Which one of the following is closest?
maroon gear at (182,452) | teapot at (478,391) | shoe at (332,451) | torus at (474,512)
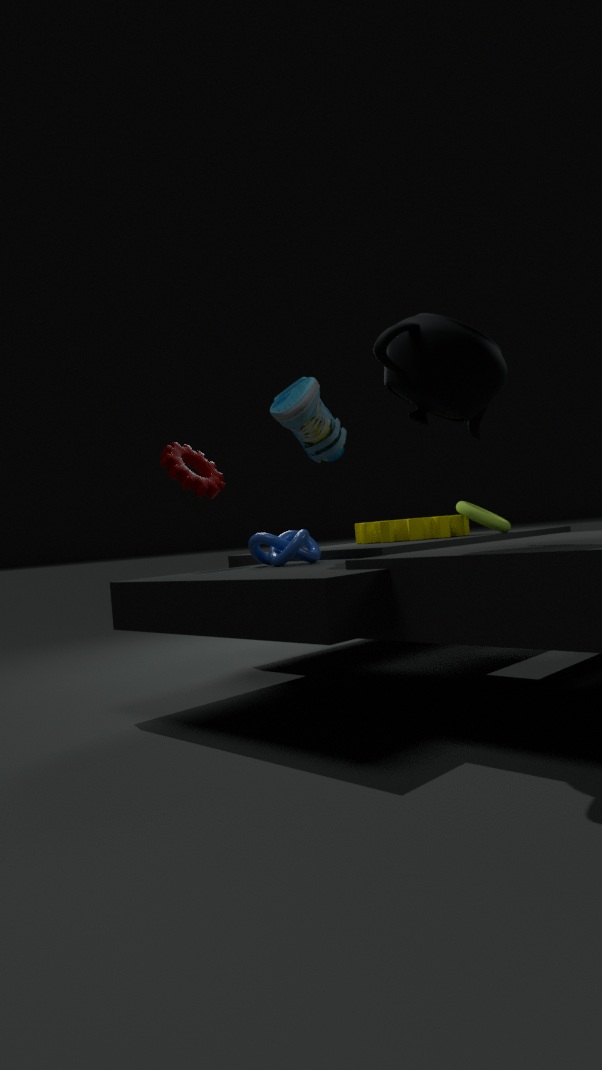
teapot at (478,391)
